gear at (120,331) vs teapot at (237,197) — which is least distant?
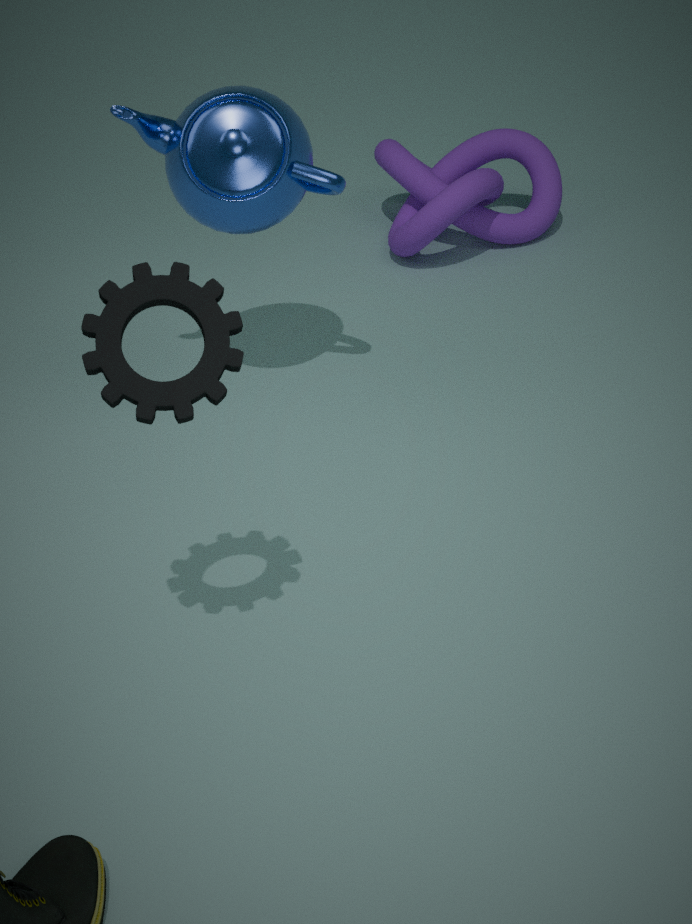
gear at (120,331)
